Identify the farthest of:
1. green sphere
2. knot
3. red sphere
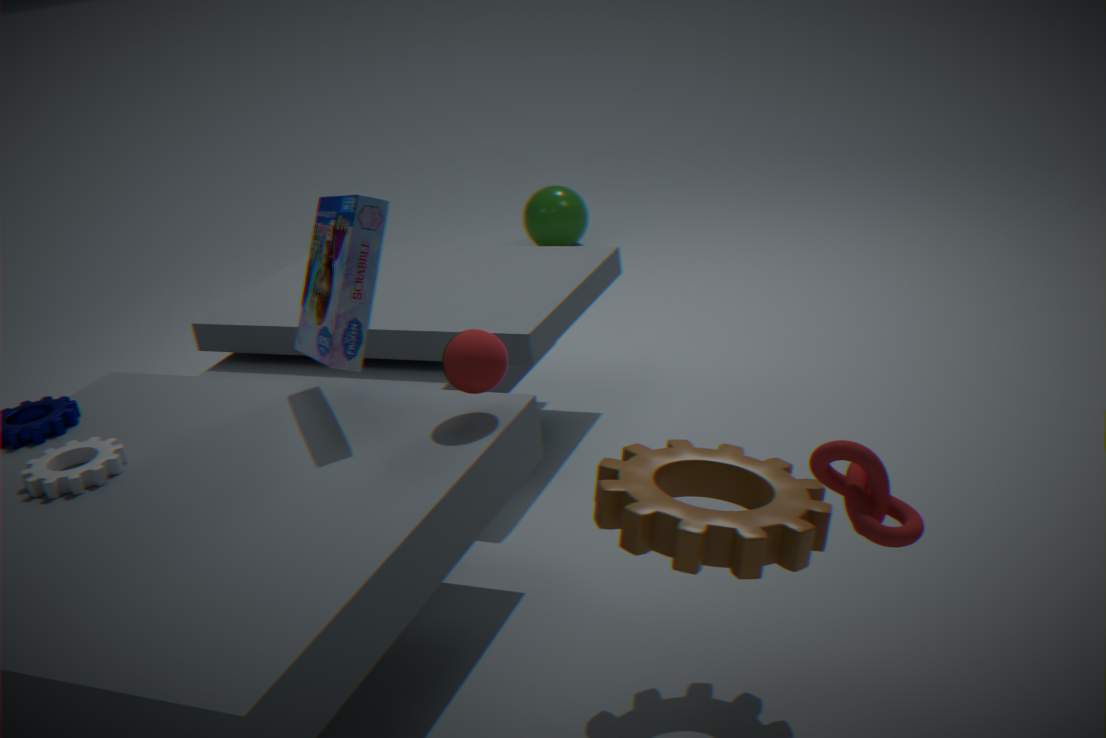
green sphere
